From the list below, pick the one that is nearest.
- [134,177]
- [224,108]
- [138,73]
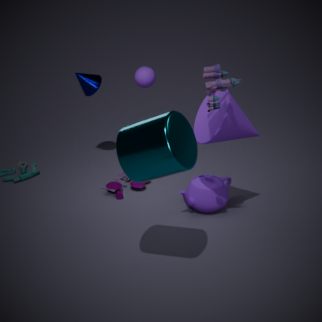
[134,177]
